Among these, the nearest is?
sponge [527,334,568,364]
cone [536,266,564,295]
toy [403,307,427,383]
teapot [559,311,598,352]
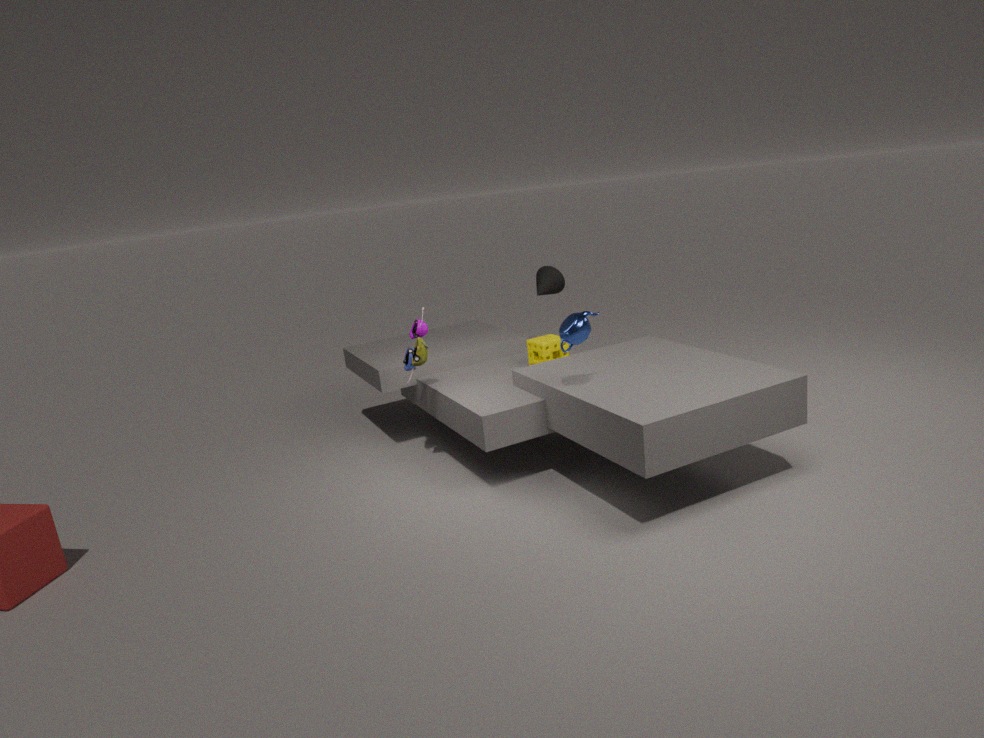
teapot [559,311,598,352]
